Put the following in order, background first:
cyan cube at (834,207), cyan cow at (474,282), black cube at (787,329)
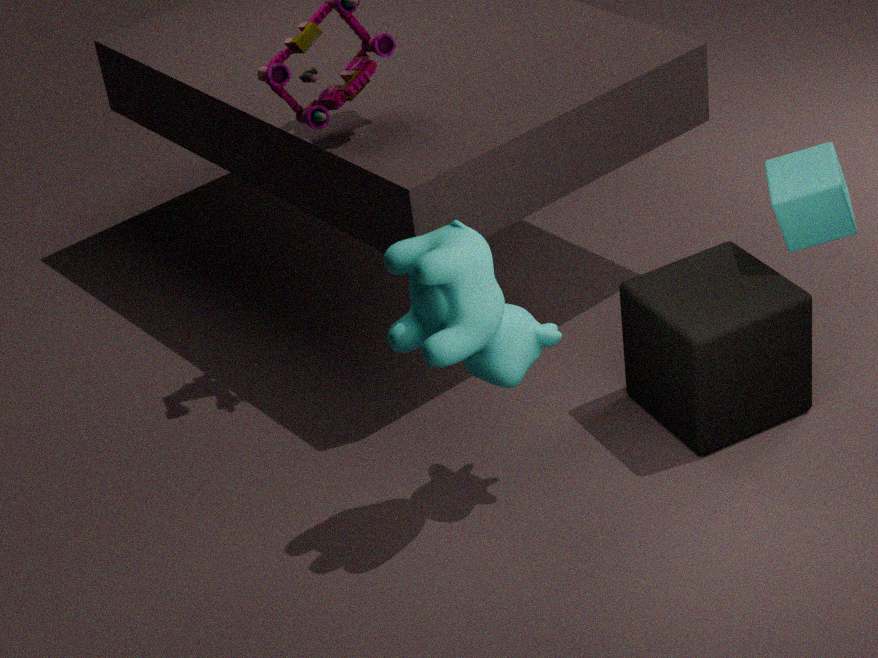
cyan cube at (834,207) → black cube at (787,329) → cyan cow at (474,282)
